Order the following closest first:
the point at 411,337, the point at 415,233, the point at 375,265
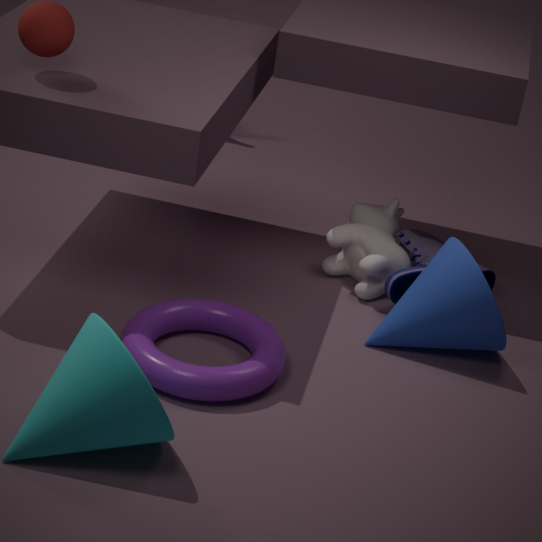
the point at 411,337 < the point at 375,265 < the point at 415,233
